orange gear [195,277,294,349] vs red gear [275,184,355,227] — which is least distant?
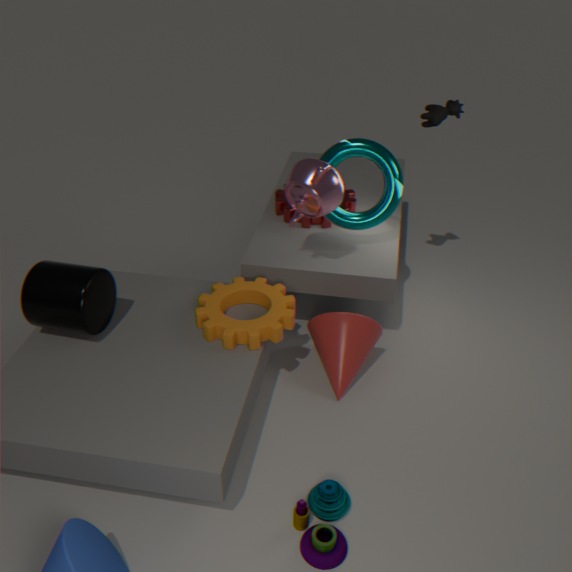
orange gear [195,277,294,349]
